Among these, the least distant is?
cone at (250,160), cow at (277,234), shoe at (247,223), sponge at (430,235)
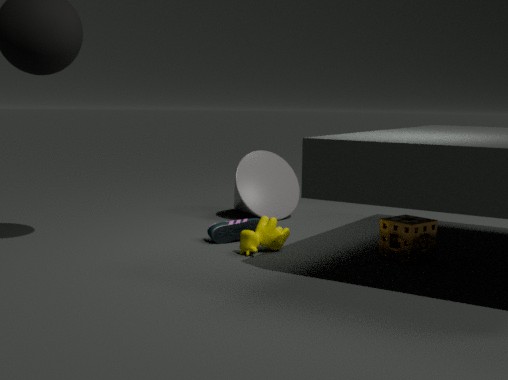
sponge at (430,235)
